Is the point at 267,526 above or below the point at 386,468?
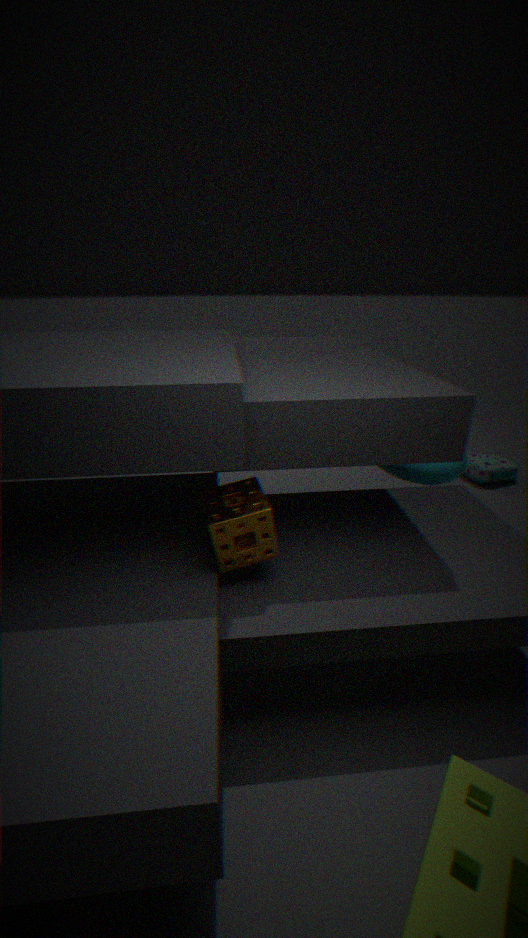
above
